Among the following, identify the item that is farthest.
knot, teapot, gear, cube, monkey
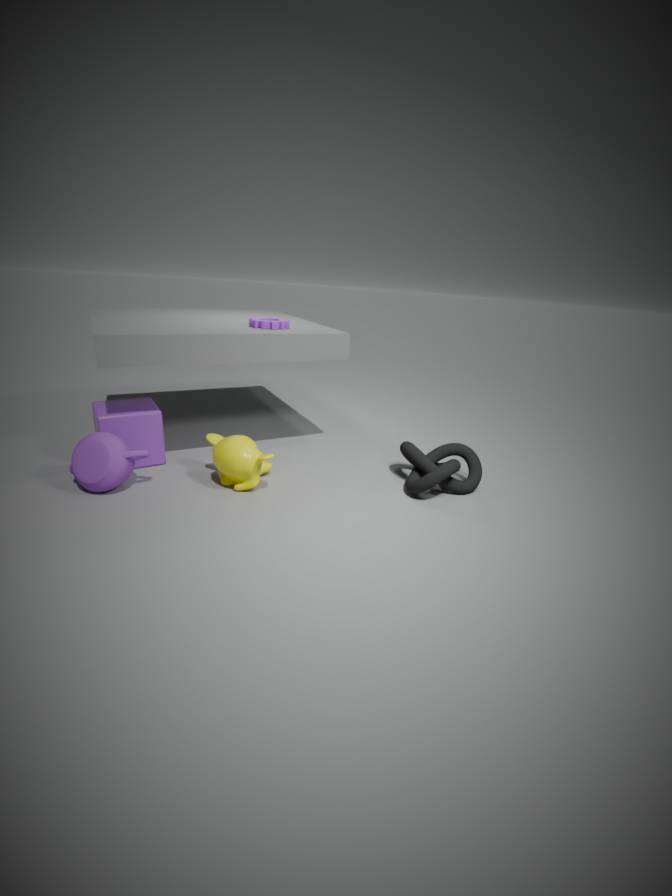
gear
